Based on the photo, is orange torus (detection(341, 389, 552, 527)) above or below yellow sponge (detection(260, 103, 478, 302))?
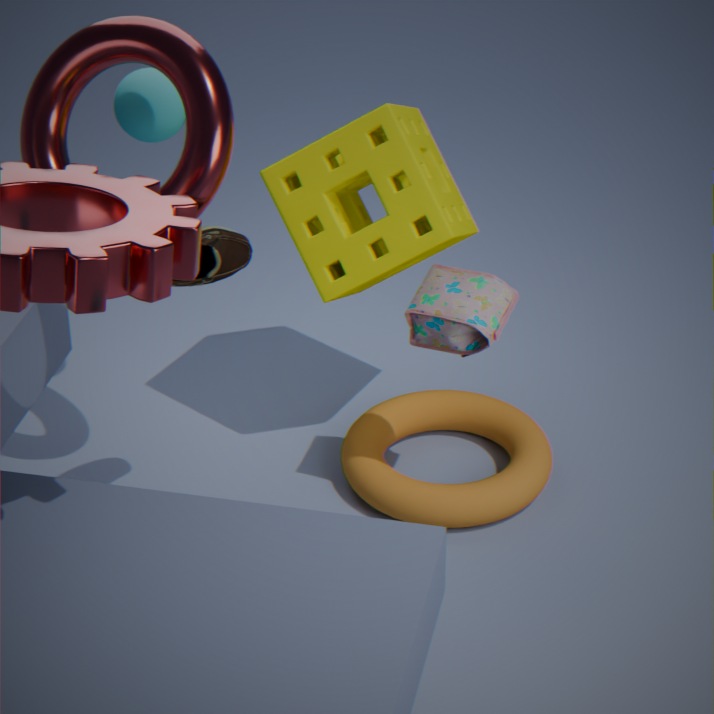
below
